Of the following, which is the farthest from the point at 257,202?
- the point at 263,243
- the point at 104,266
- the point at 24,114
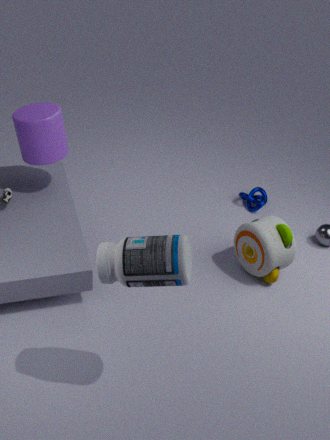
the point at 104,266
